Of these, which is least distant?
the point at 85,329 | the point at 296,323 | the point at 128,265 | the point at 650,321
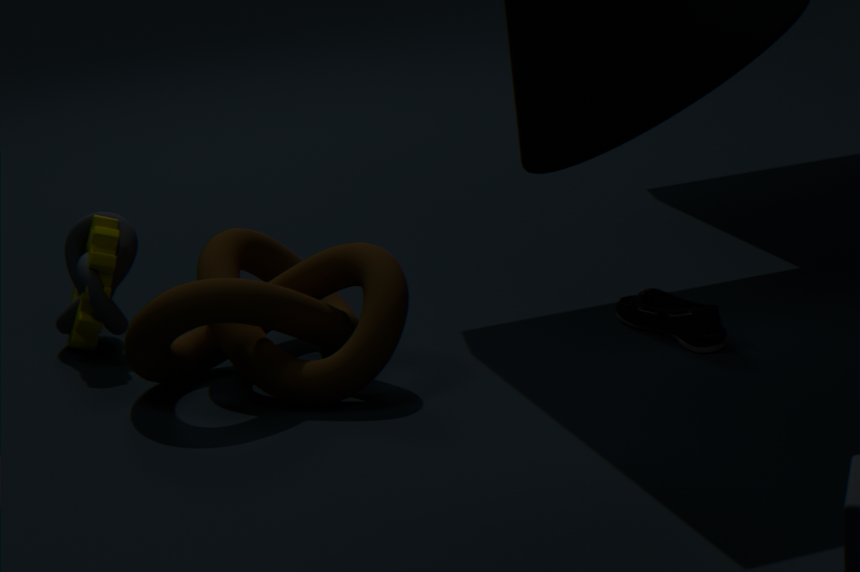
the point at 296,323
